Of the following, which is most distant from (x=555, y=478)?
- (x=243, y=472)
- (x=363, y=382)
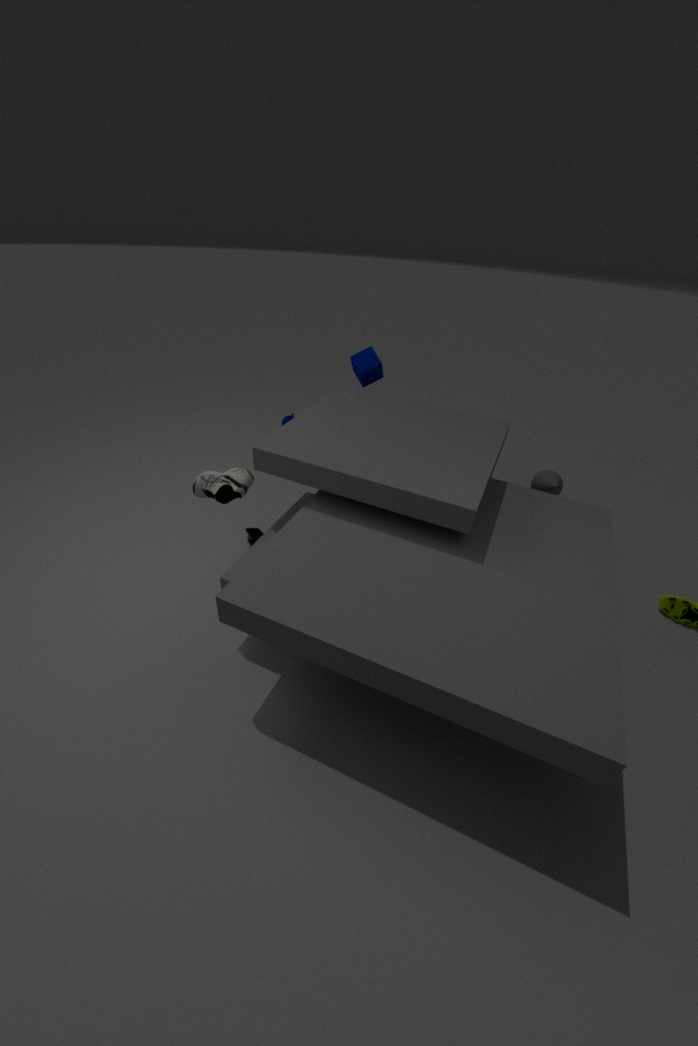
(x=243, y=472)
